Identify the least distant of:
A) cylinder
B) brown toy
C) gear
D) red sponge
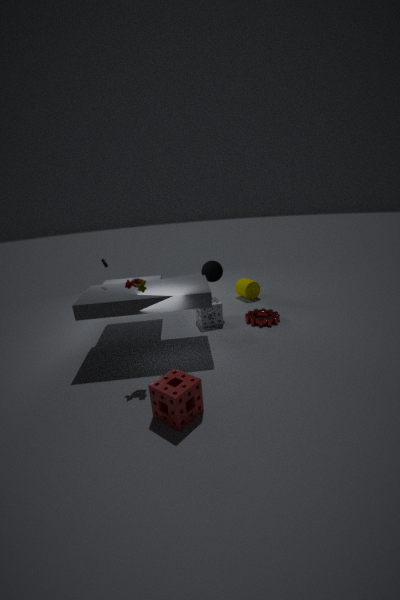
red sponge
